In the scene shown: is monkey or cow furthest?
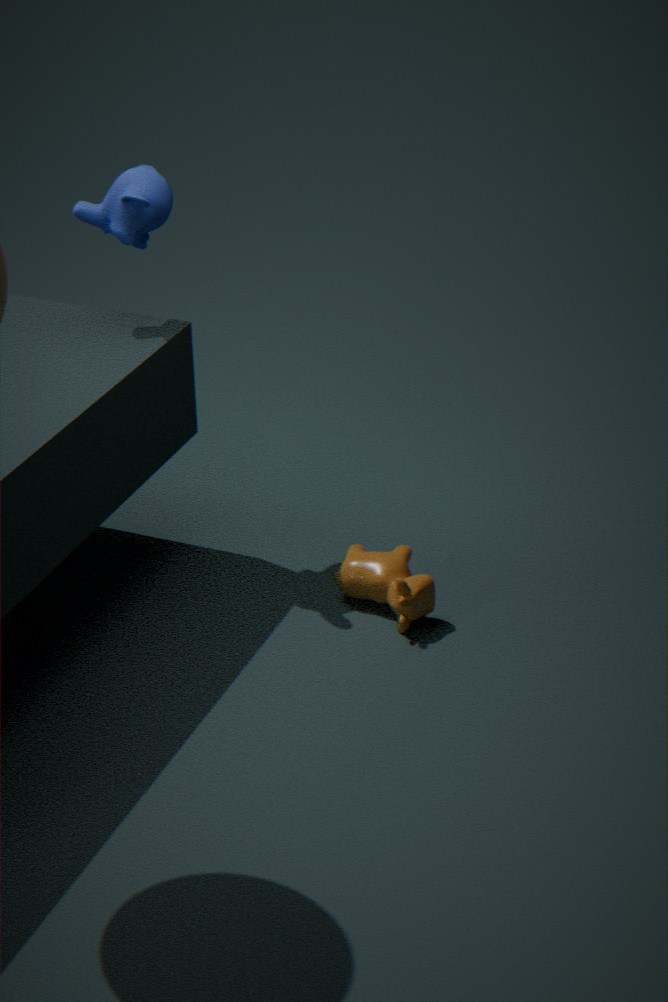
cow
